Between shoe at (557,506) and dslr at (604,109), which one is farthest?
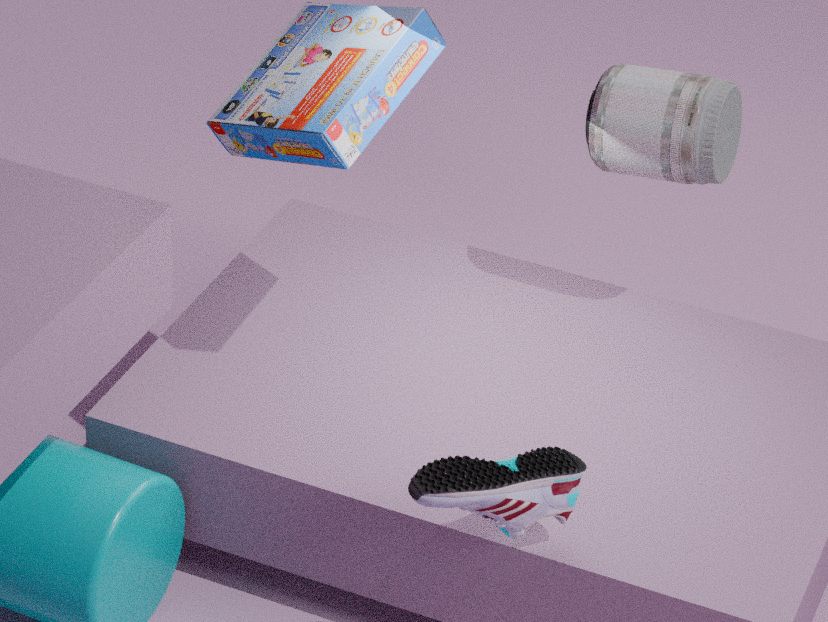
dslr at (604,109)
